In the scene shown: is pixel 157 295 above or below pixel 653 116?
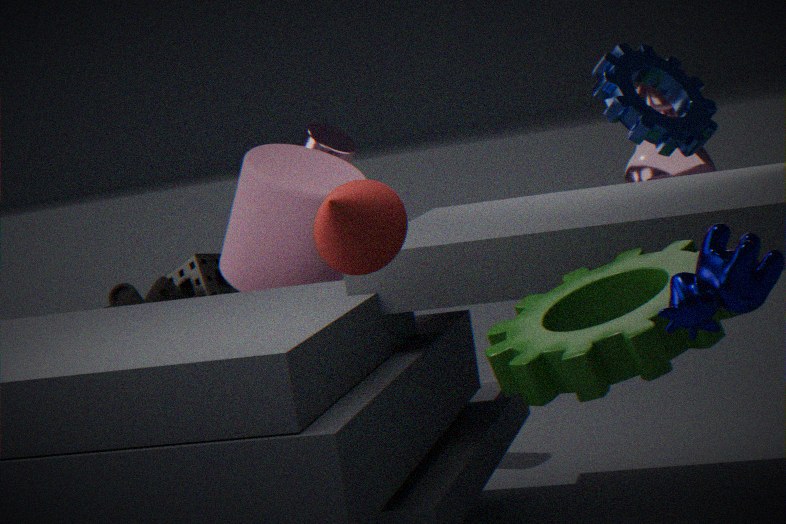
below
